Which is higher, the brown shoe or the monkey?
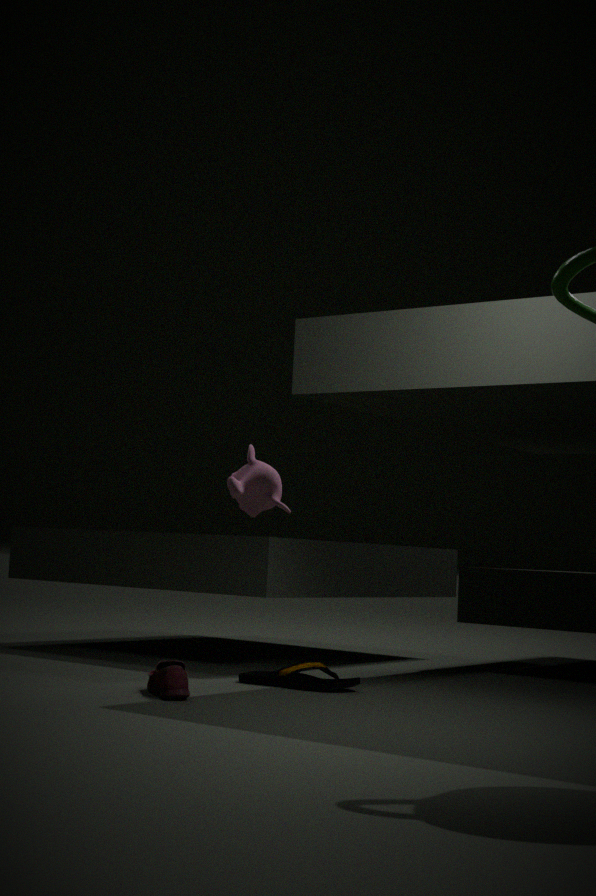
the monkey
